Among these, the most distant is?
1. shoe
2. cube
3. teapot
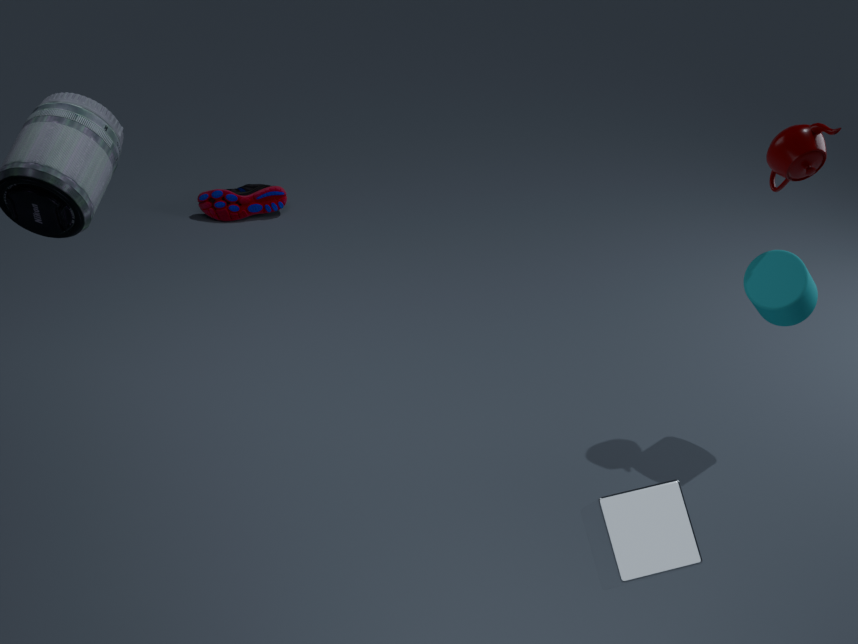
shoe
